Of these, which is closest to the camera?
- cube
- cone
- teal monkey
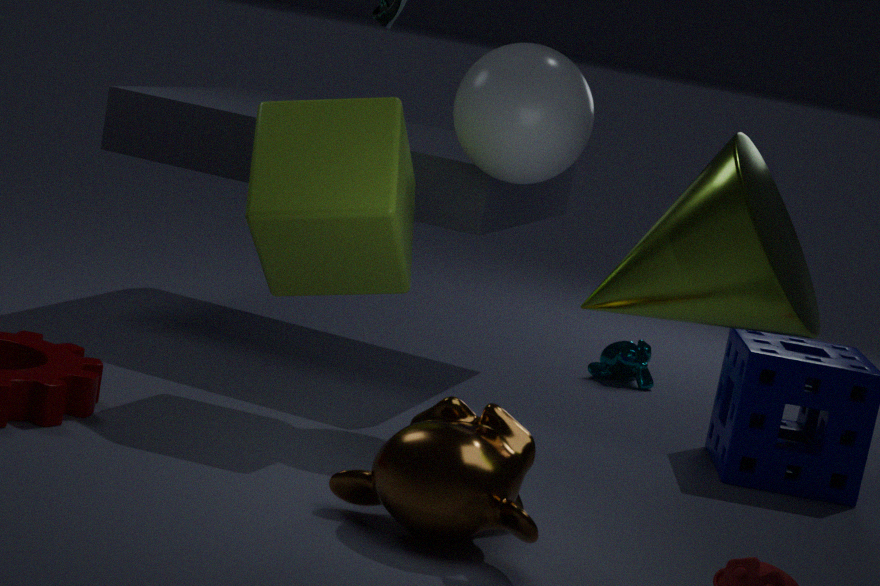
cone
